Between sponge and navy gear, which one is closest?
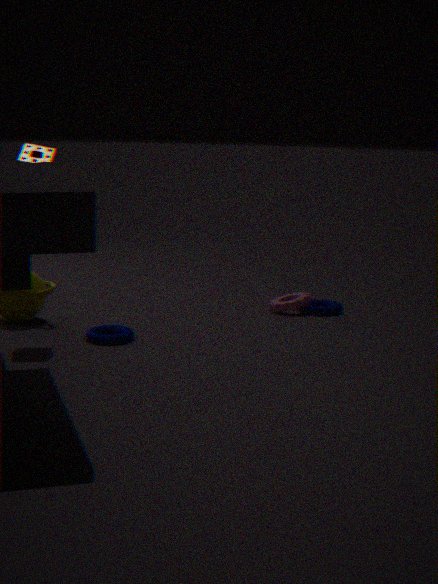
sponge
